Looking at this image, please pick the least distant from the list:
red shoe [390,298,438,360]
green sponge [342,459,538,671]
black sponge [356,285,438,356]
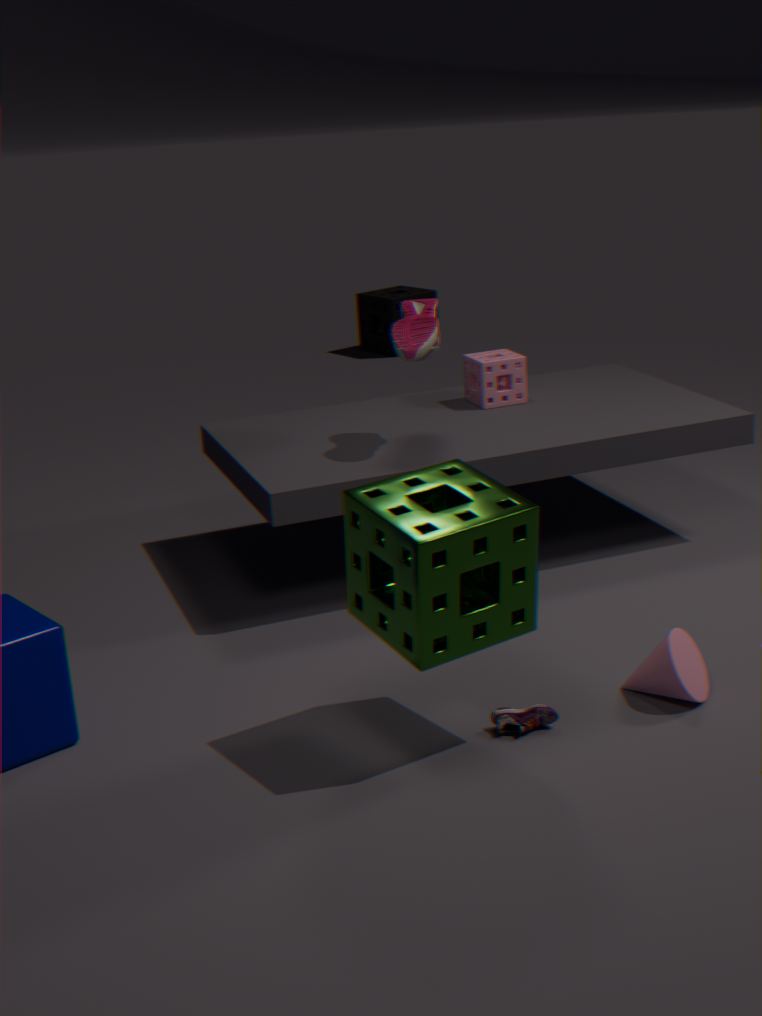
green sponge [342,459,538,671]
